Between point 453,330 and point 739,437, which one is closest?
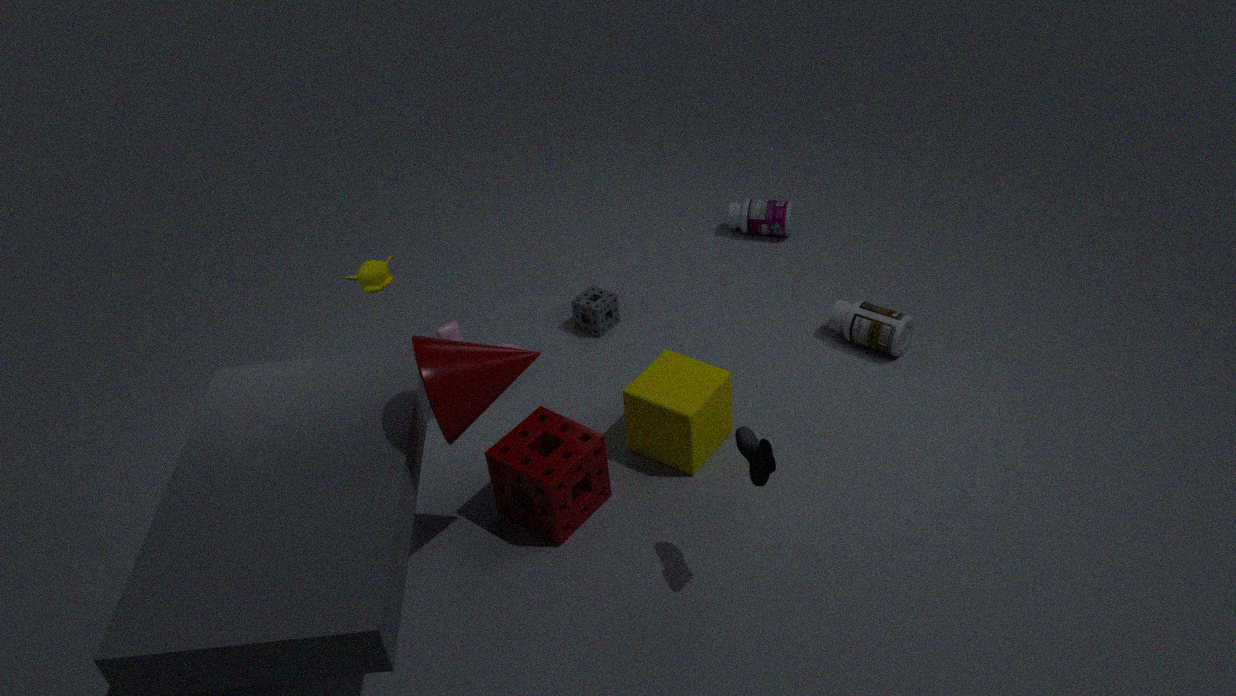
point 739,437
